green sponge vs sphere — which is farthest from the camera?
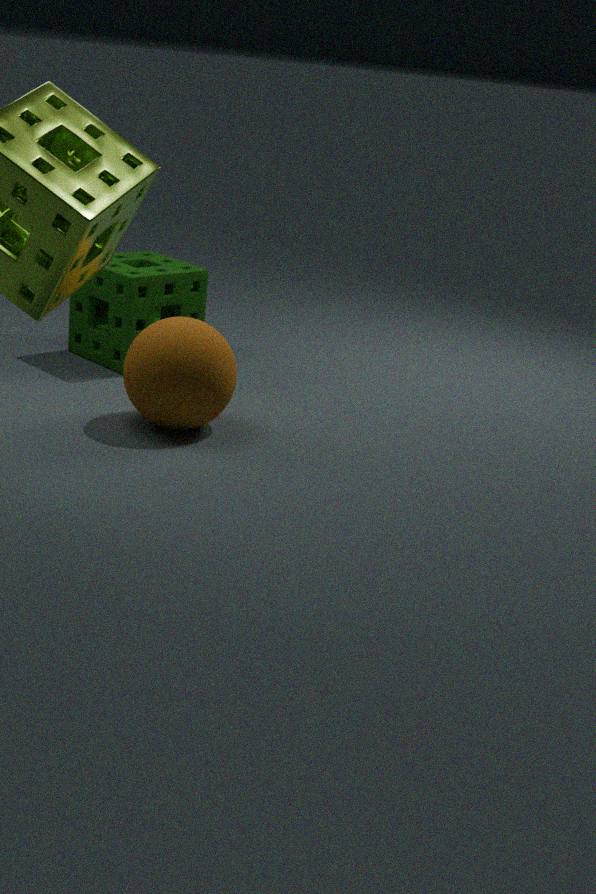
green sponge
